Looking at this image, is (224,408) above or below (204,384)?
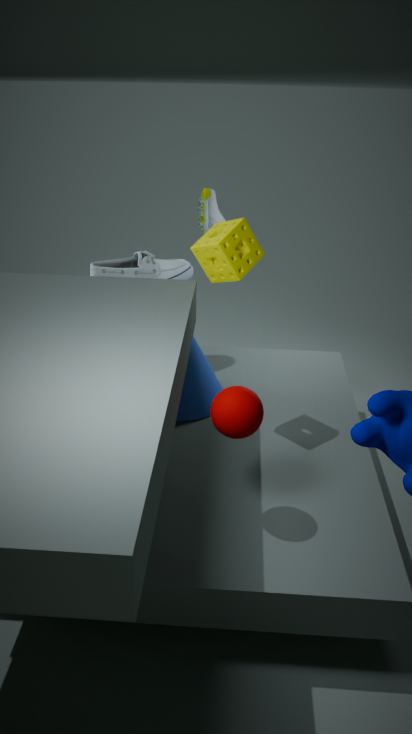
above
